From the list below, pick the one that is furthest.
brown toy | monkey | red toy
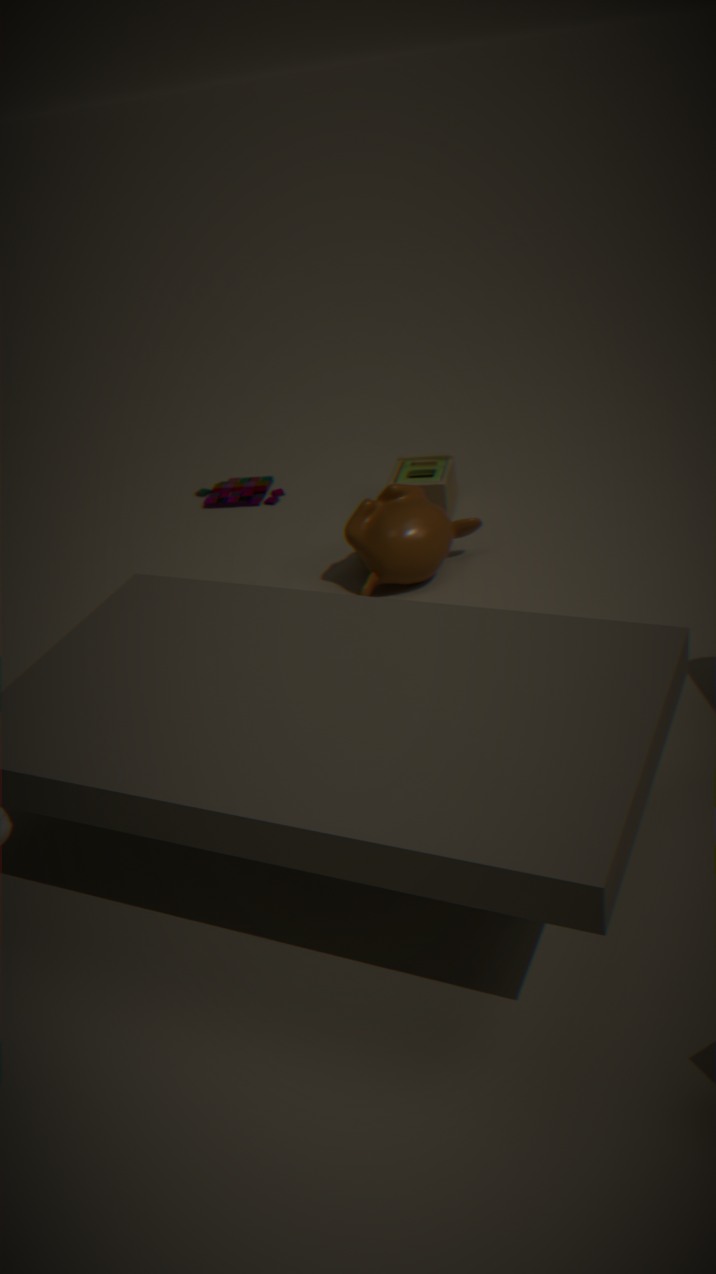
red toy
